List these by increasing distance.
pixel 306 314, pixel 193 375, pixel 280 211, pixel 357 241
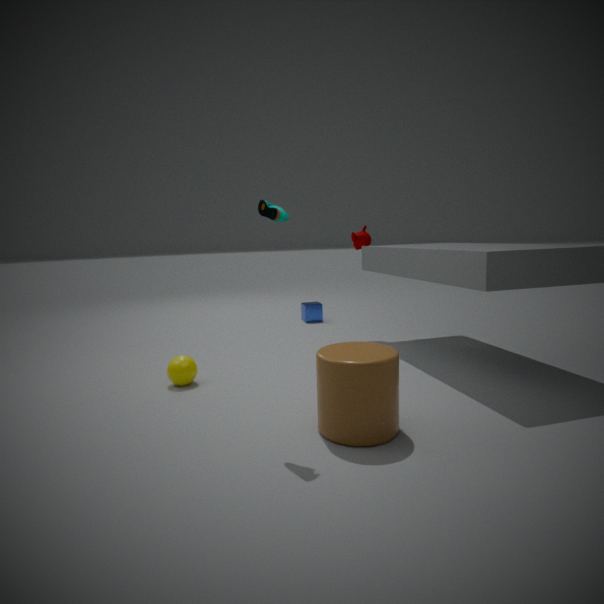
pixel 280 211 < pixel 193 375 < pixel 357 241 < pixel 306 314
